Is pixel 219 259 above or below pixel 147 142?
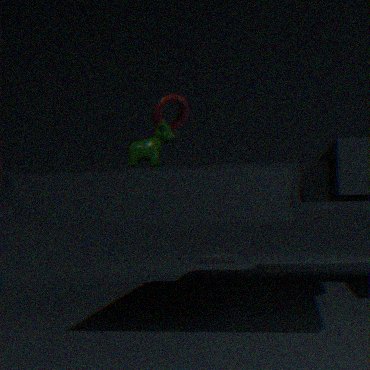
below
